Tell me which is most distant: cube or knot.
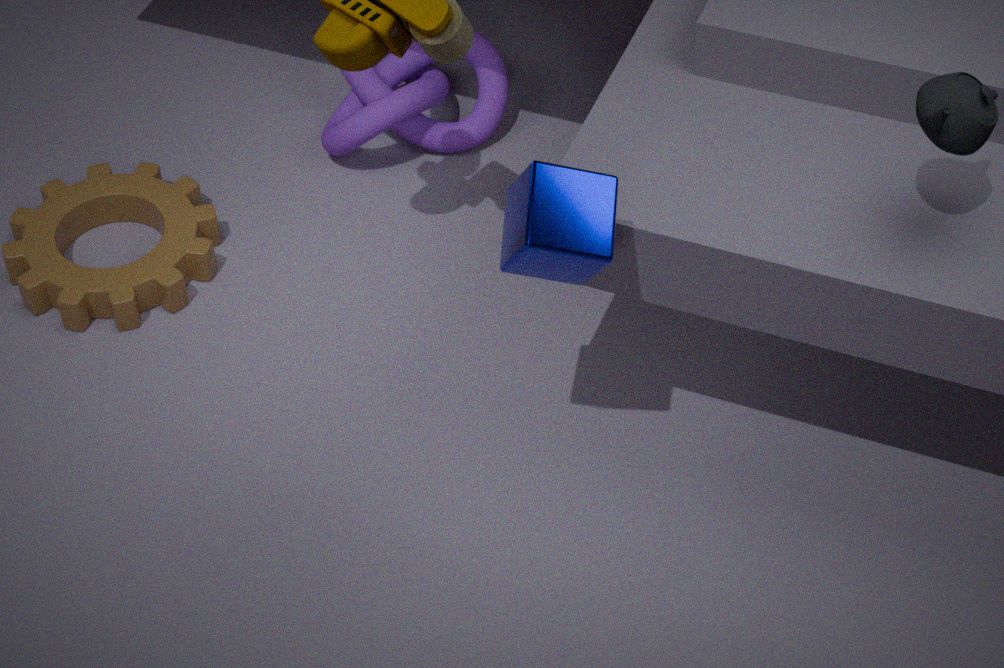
knot
